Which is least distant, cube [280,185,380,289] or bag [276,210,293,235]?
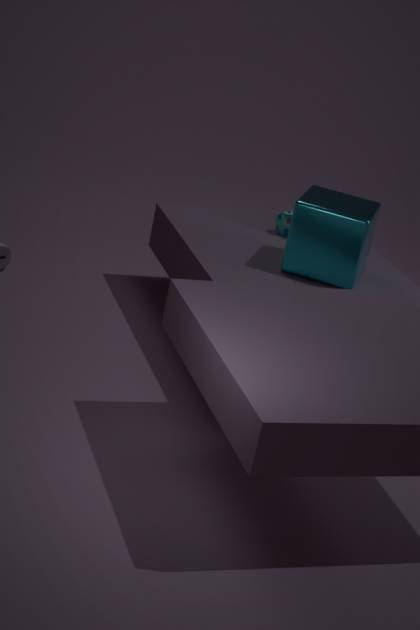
cube [280,185,380,289]
